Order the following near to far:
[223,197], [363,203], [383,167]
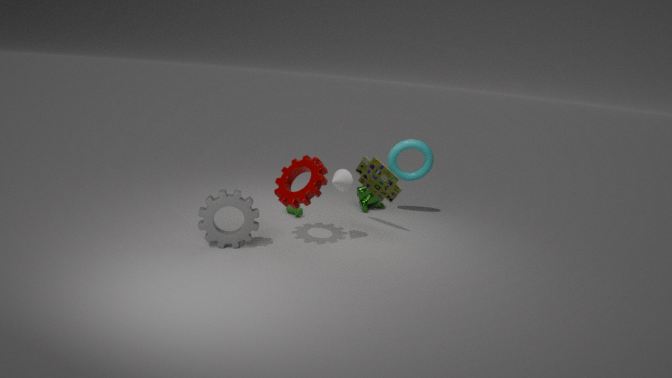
[223,197] → [383,167] → [363,203]
